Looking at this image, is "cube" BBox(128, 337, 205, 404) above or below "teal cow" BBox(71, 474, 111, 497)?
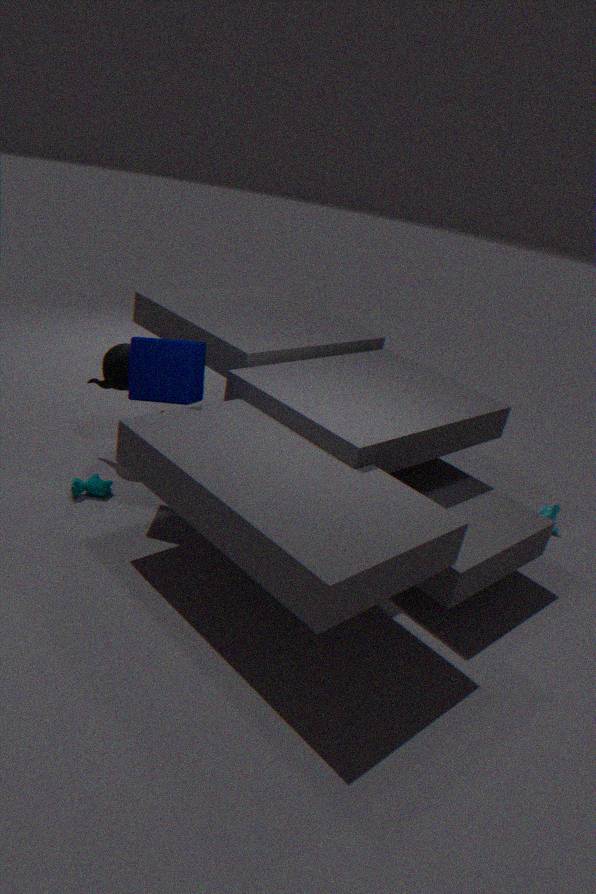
above
